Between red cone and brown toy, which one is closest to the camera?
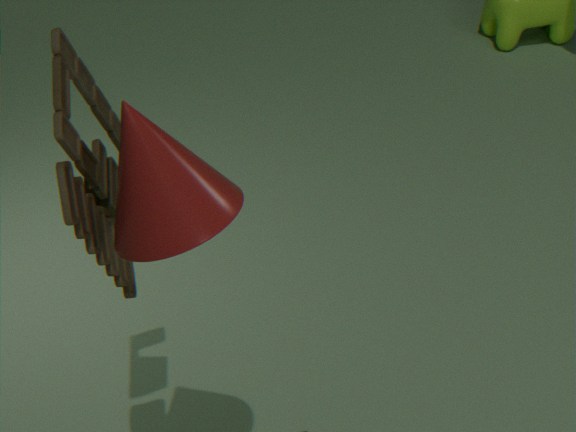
red cone
